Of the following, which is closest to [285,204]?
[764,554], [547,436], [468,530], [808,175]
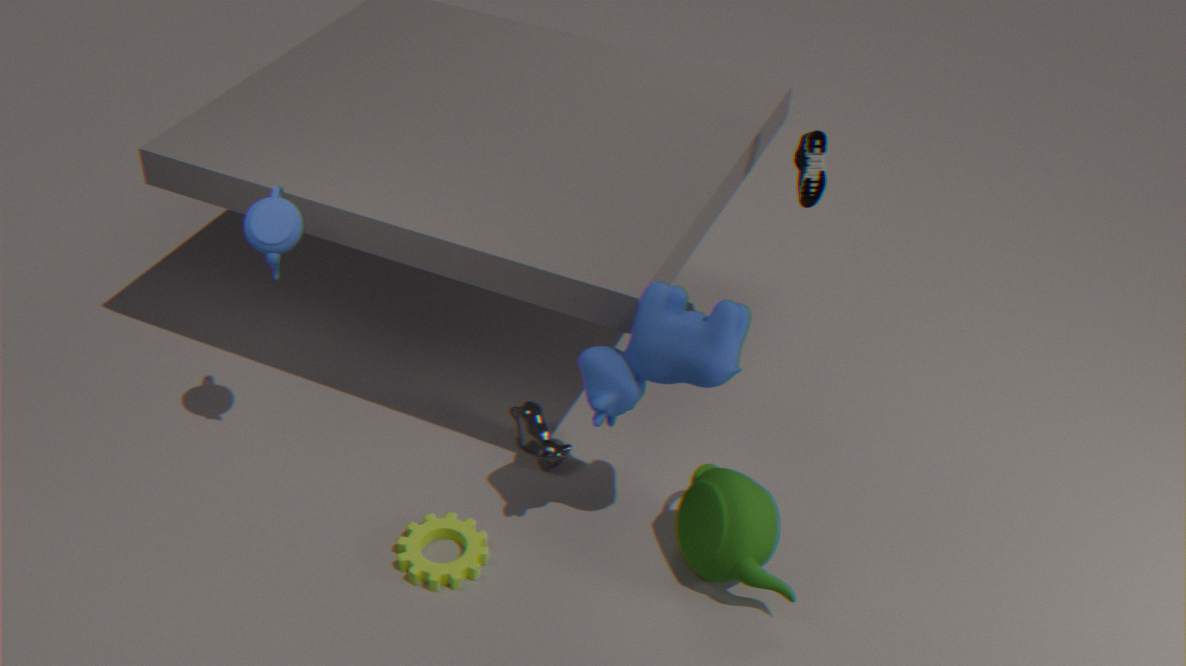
[468,530]
